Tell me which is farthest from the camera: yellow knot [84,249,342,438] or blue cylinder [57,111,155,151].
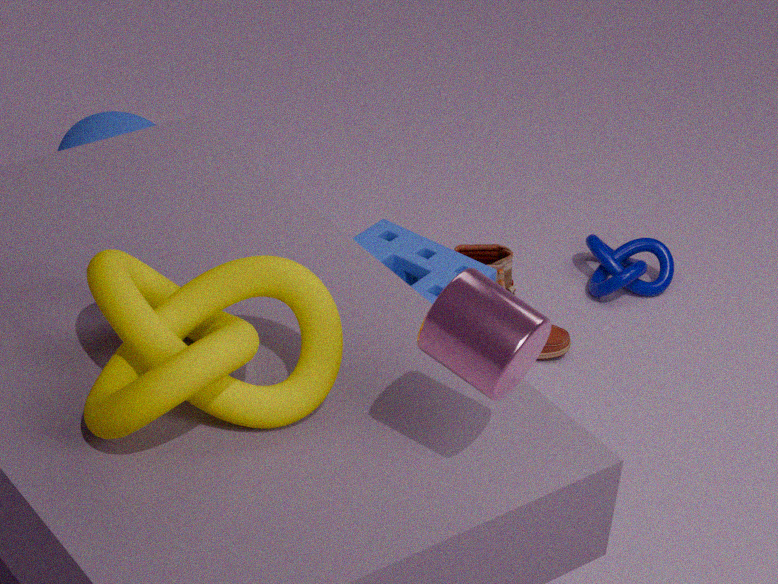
blue cylinder [57,111,155,151]
